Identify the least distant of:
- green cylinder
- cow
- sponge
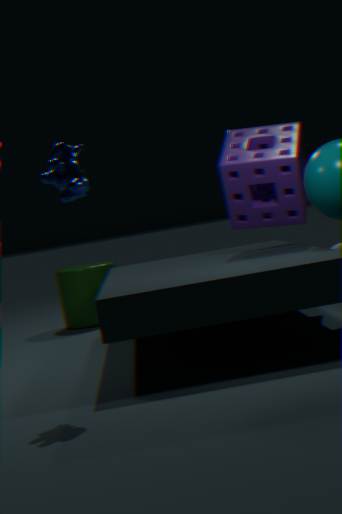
cow
